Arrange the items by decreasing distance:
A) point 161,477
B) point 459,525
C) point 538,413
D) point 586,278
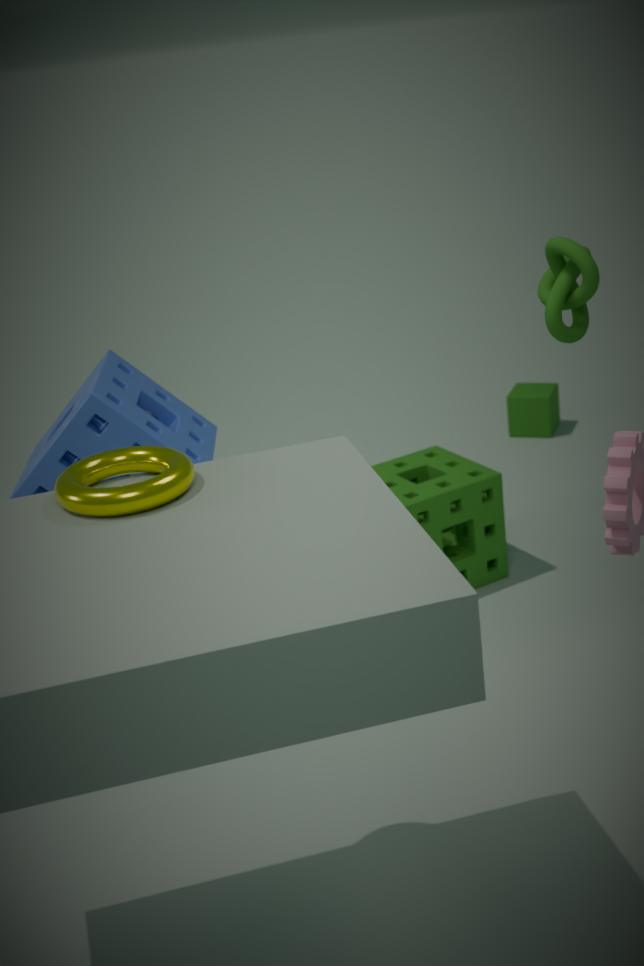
C. point 538,413
B. point 459,525
D. point 586,278
A. point 161,477
